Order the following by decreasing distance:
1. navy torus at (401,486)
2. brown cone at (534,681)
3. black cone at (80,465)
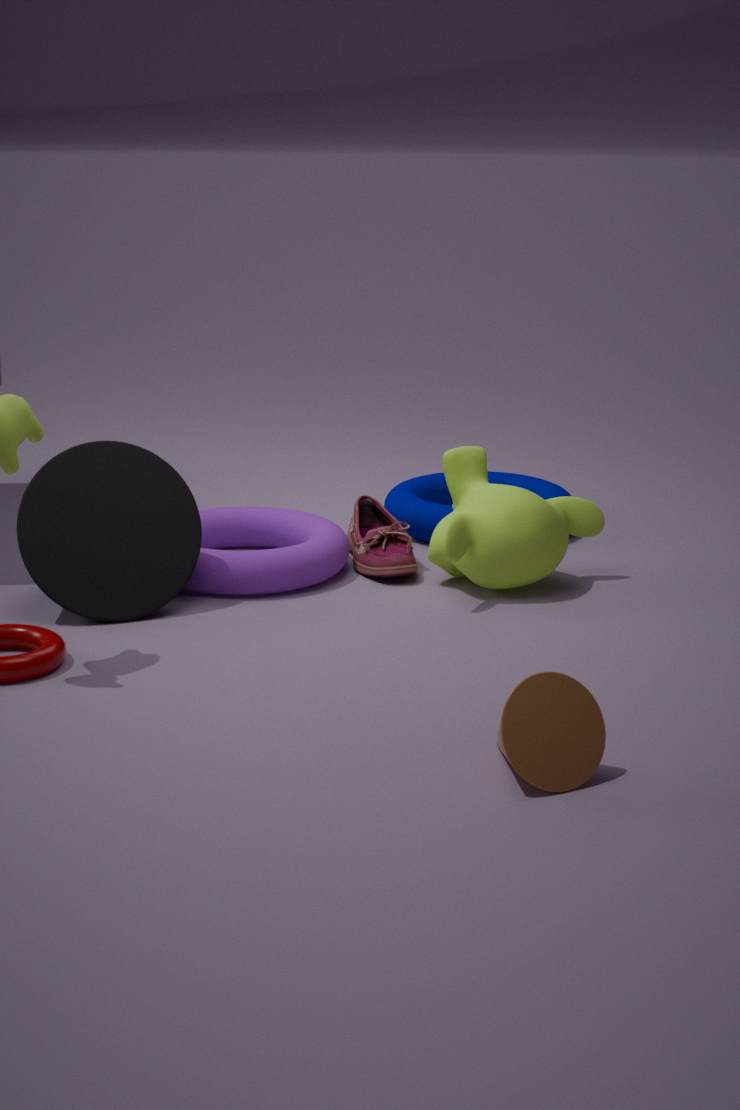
navy torus at (401,486) → black cone at (80,465) → brown cone at (534,681)
